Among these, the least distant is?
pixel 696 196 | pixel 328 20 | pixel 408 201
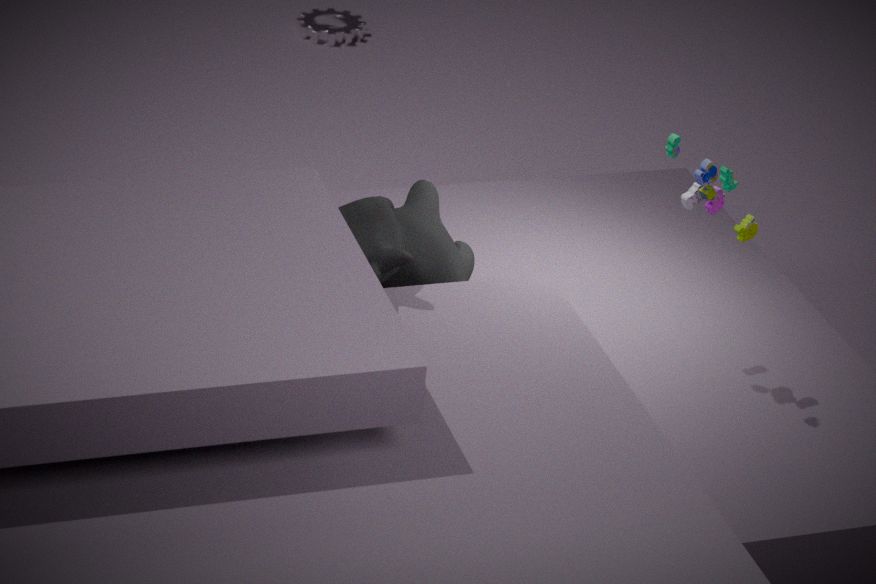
pixel 696 196
